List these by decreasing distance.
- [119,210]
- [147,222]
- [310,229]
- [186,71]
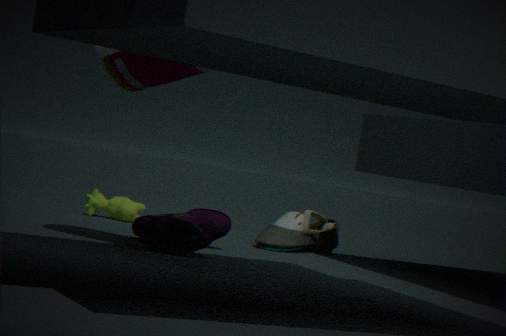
[310,229], [119,210], [147,222], [186,71]
